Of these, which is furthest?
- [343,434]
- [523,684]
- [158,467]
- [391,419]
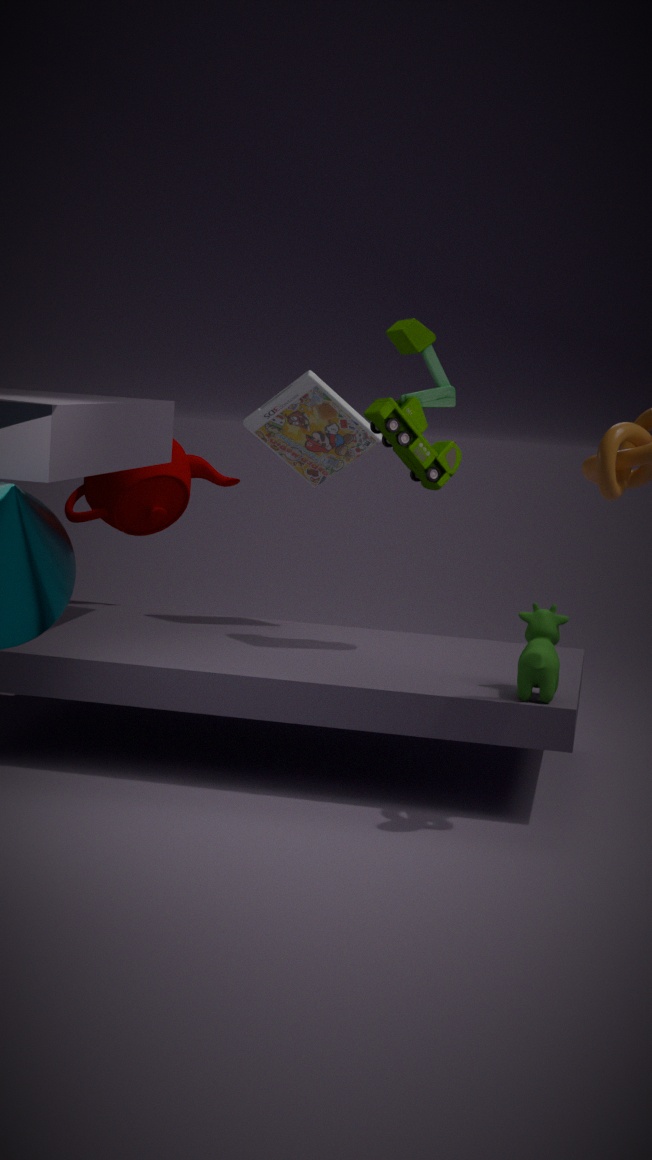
[158,467]
